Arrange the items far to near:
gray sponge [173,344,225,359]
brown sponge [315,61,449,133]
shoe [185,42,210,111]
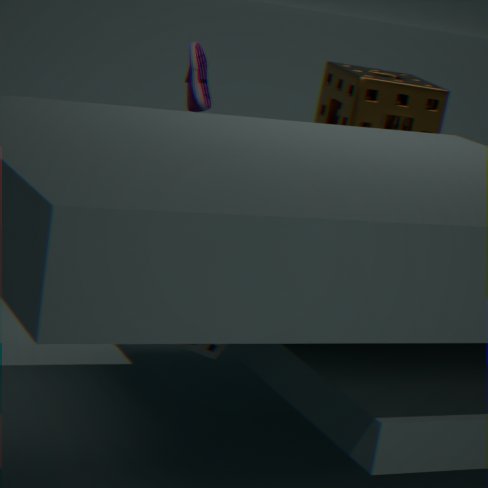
brown sponge [315,61,449,133], shoe [185,42,210,111], gray sponge [173,344,225,359]
